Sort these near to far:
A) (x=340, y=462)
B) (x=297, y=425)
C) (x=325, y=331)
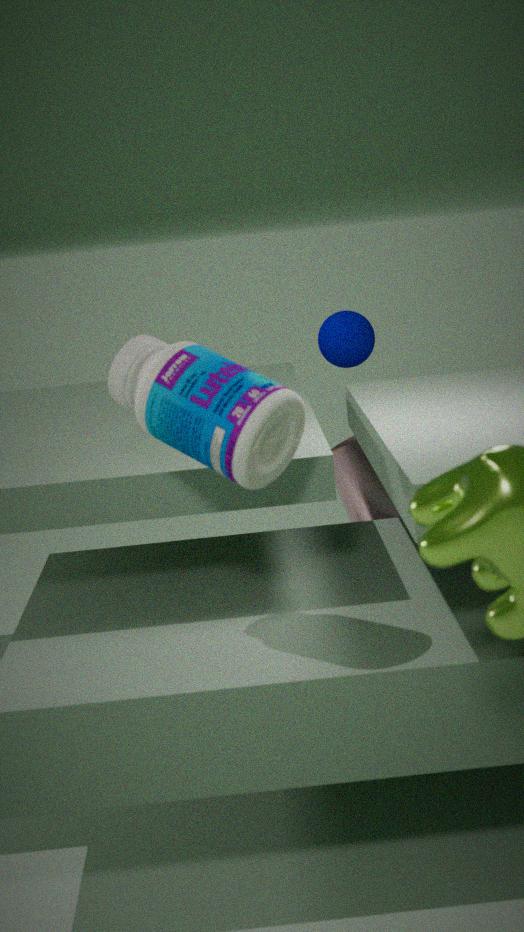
1. (x=297, y=425)
2. (x=340, y=462)
3. (x=325, y=331)
